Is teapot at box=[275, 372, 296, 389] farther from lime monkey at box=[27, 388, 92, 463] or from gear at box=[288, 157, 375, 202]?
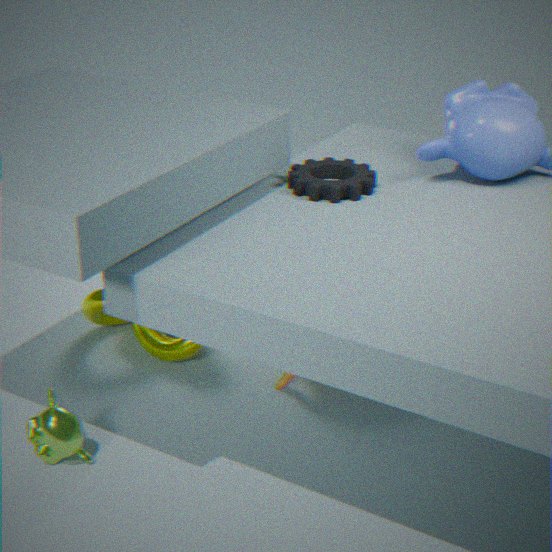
lime monkey at box=[27, 388, 92, 463]
